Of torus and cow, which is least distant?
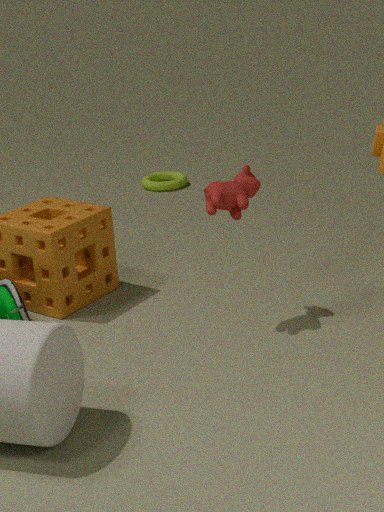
cow
